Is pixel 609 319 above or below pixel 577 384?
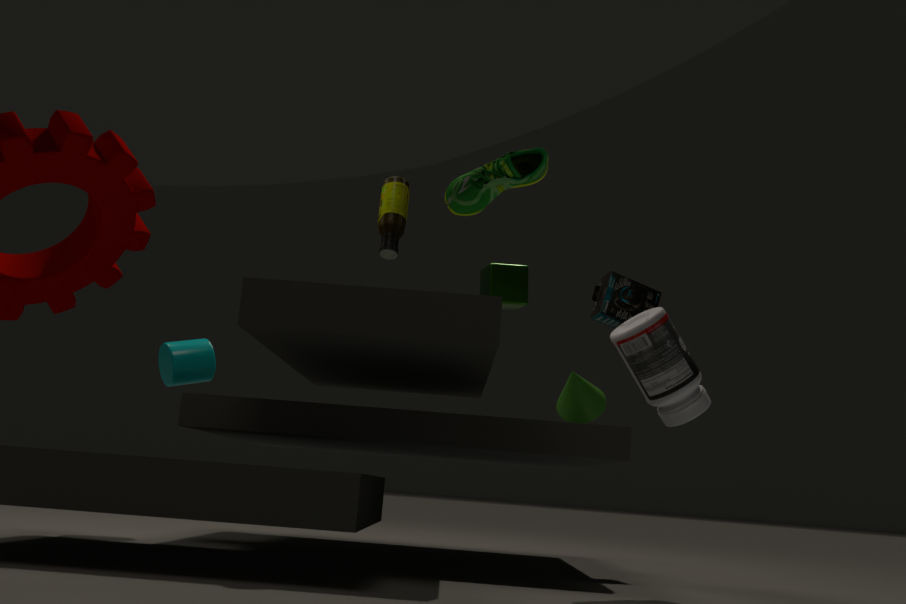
above
